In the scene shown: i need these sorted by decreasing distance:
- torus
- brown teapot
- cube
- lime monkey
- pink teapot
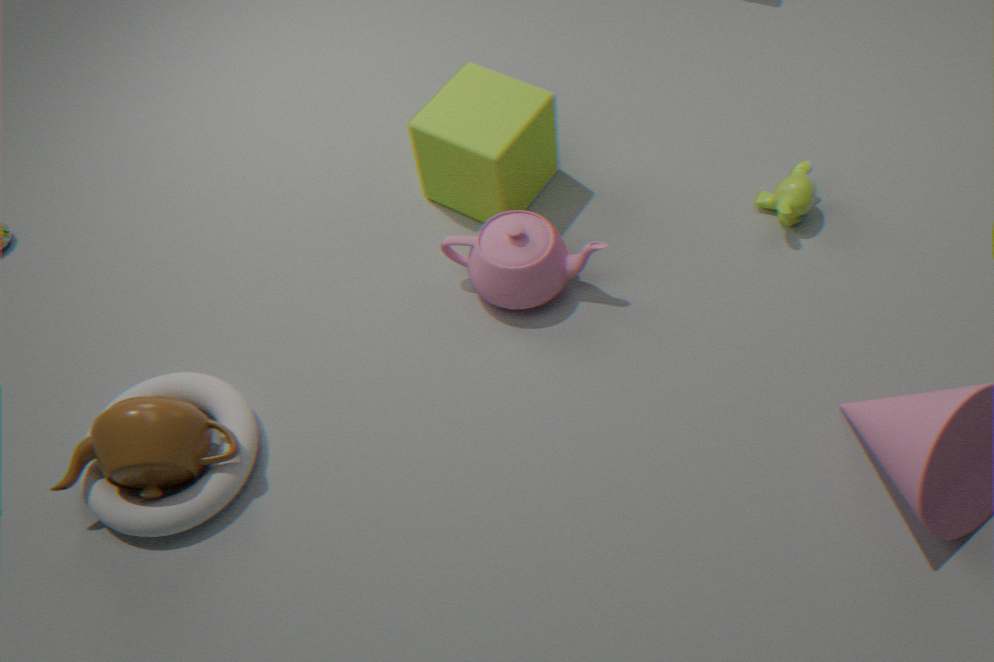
lime monkey
cube
pink teapot
torus
brown teapot
